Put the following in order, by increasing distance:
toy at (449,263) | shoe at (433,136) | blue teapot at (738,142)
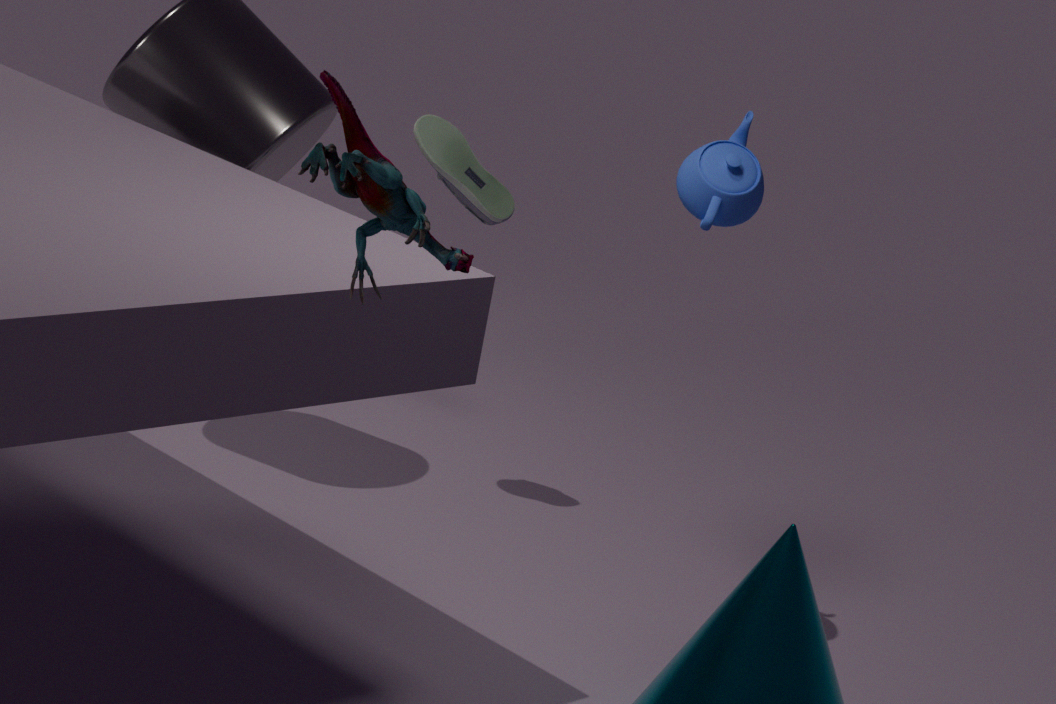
toy at (449,263) < blue teapot at (738,142) < shoe at (433,136)
